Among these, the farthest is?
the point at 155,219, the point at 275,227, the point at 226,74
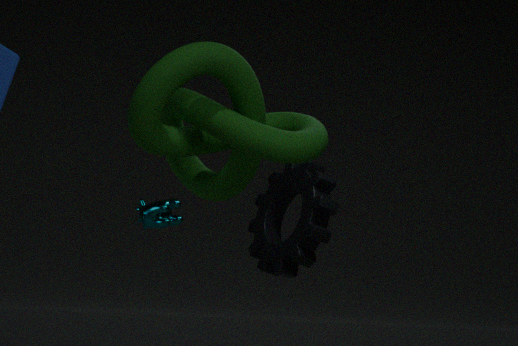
the point at 275,227
